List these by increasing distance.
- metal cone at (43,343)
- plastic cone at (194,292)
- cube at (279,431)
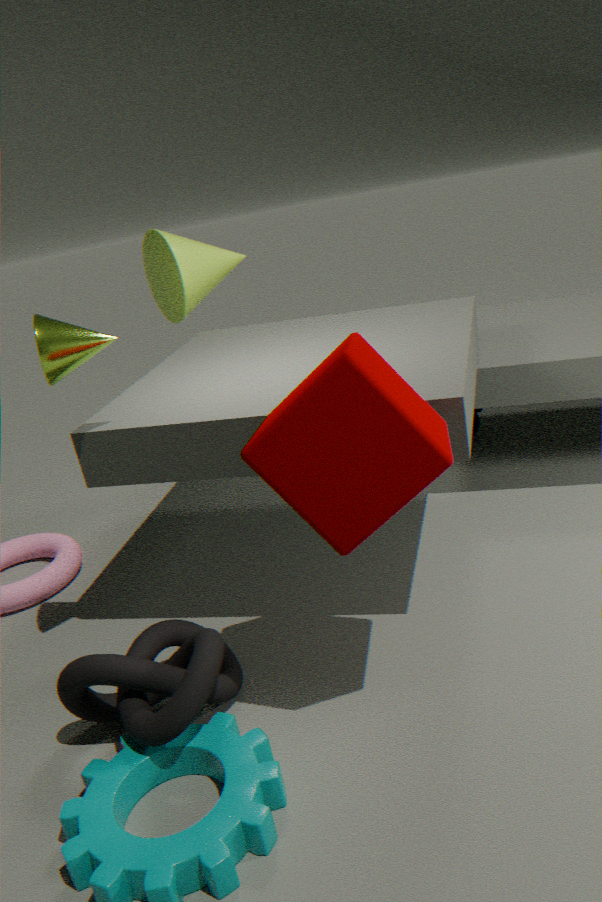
cube at (279,431)
metal cone at (43,343)
plastic cone at (194,292)
